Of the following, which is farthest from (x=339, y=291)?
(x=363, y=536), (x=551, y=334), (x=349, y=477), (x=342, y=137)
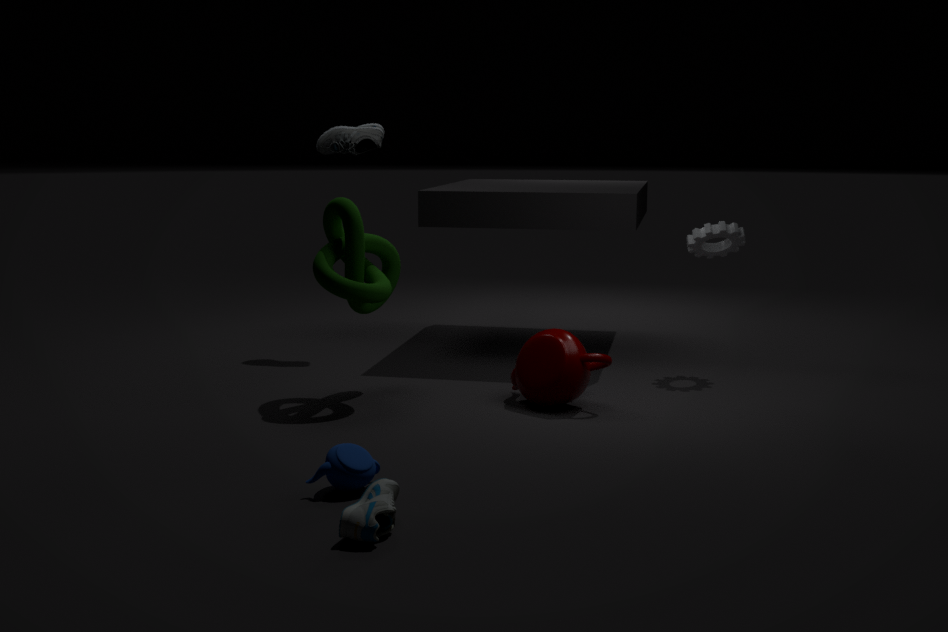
(x=363, y=536)
